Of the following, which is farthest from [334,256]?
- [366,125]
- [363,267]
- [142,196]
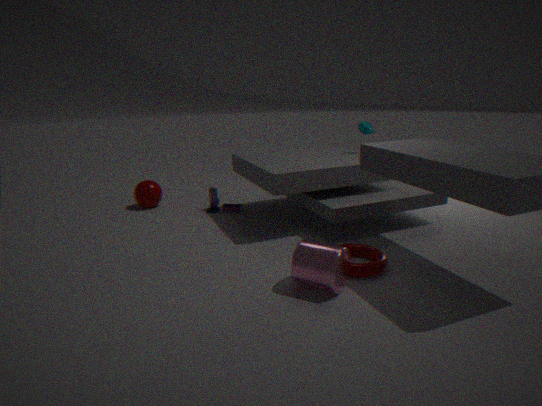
[142,196]
